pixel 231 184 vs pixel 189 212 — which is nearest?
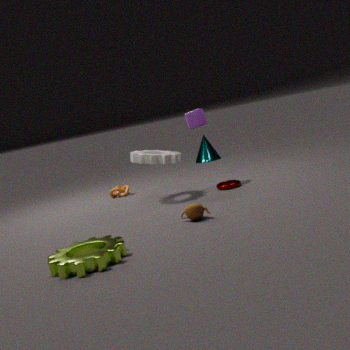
pixel 189 212
